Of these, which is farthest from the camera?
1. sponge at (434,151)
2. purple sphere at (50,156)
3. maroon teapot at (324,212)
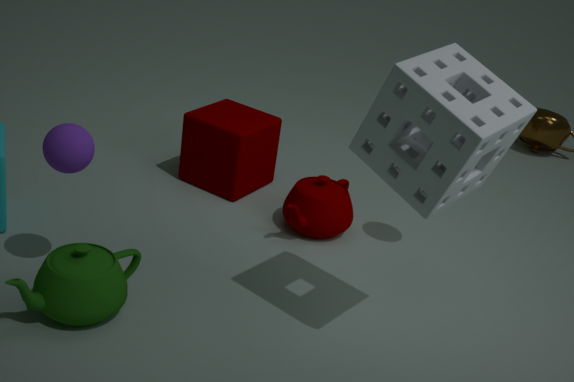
maroon teapot at (324,212)
